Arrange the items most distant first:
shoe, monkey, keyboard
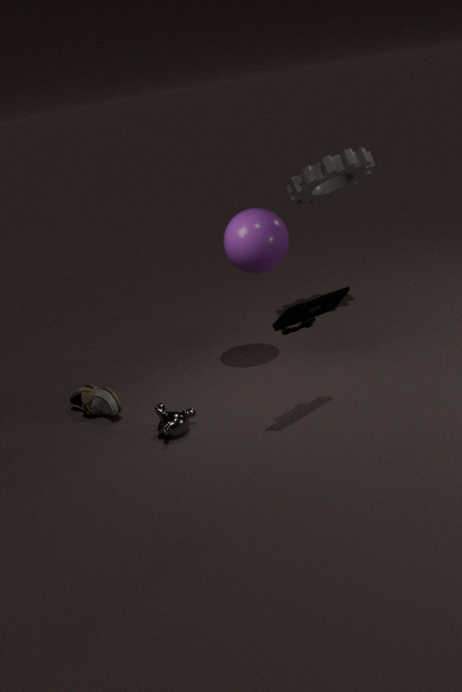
shoe
monkey
keyboard
